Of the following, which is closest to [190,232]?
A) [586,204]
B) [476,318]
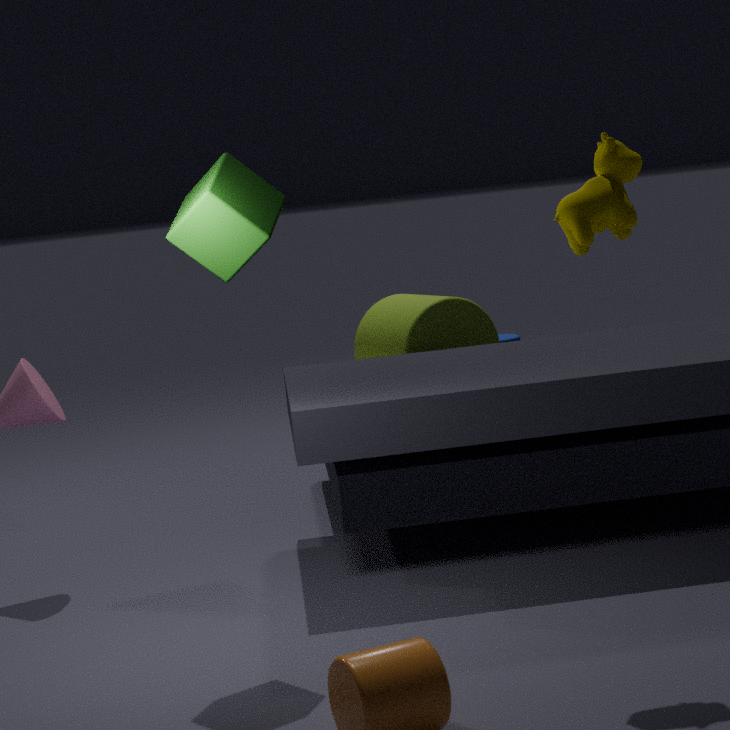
[586,204]
